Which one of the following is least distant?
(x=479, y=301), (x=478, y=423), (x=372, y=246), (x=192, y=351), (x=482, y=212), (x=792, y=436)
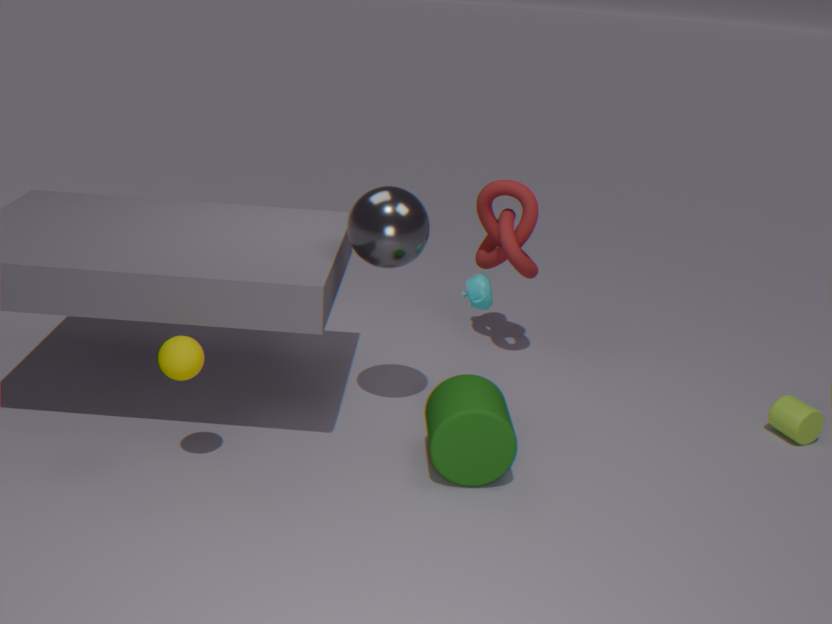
(x=192, y=351)
